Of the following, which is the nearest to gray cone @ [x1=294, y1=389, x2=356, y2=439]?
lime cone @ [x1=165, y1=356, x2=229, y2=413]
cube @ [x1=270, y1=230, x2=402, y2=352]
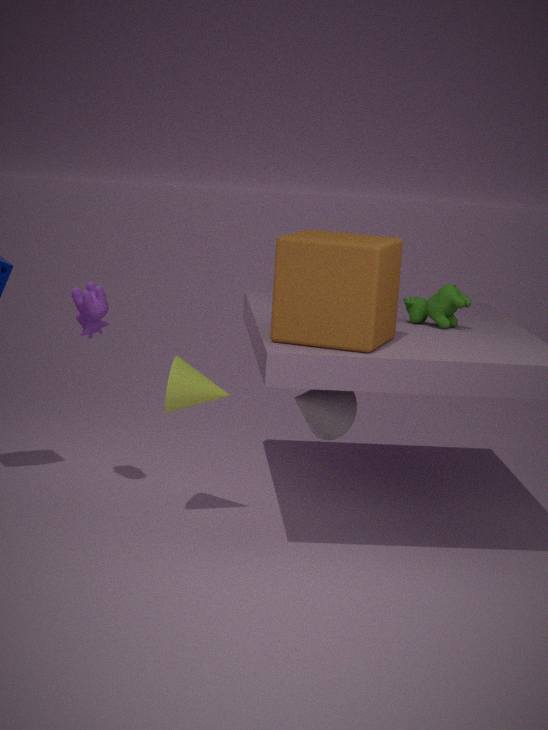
cube @ [x1=270, y1=230, x2=402, y2=352]
